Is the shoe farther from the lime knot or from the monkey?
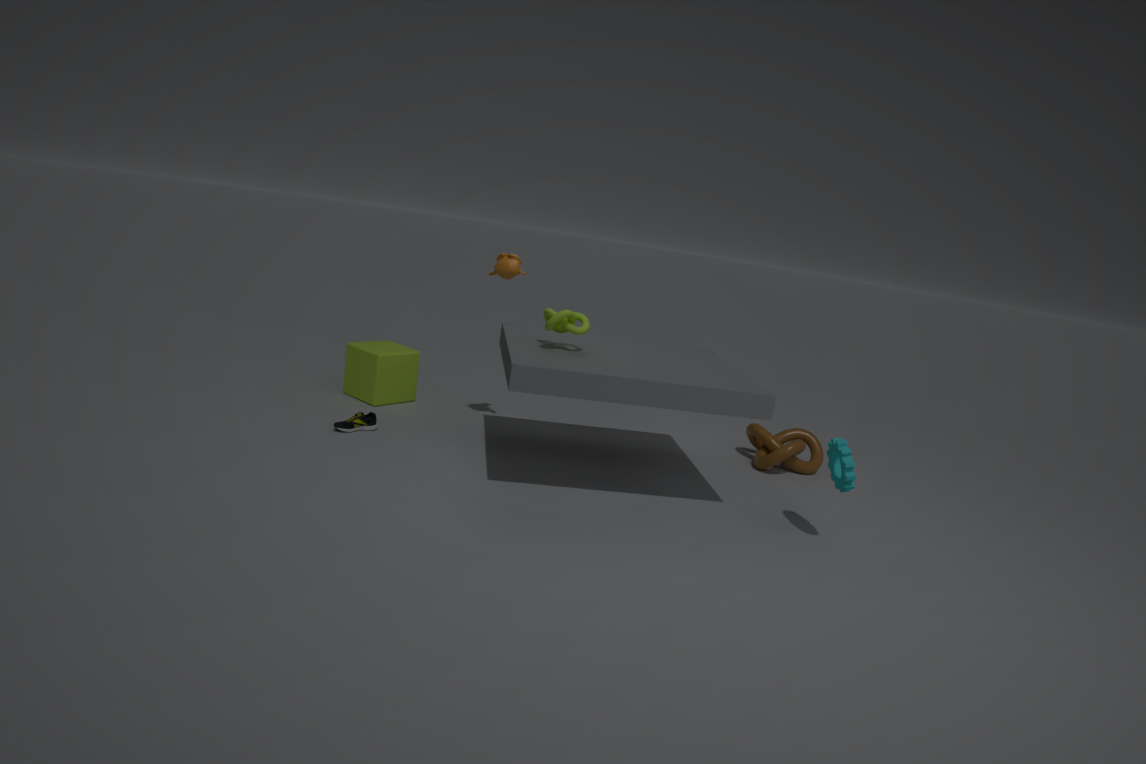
the lime knot
